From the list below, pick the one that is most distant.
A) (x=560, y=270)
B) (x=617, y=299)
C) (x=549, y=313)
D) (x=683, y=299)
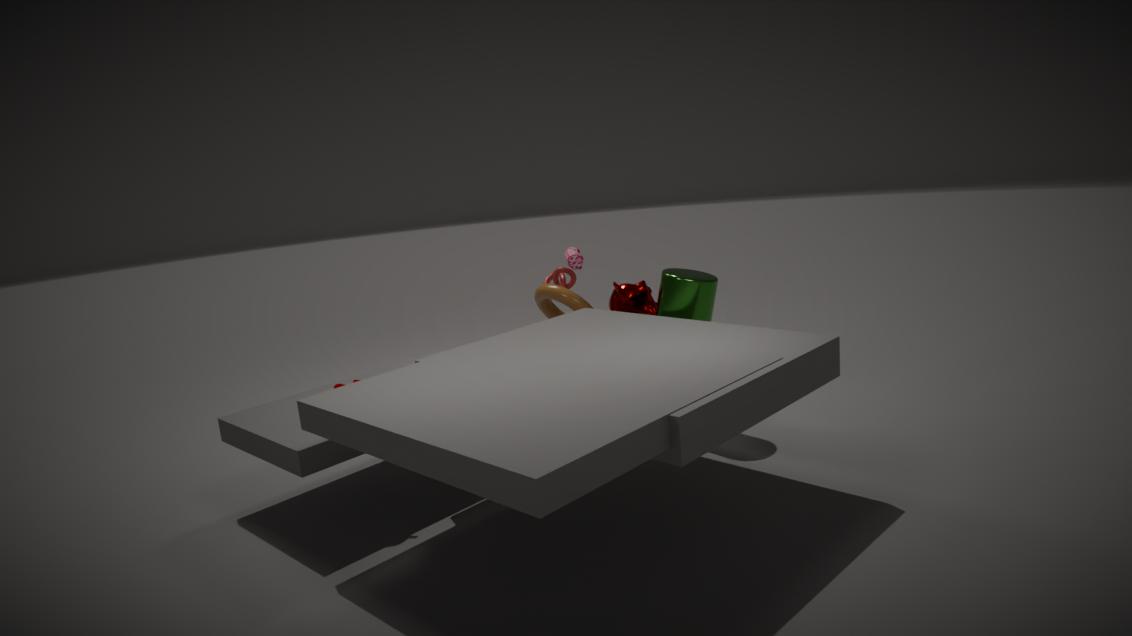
(x=549, y=313)
